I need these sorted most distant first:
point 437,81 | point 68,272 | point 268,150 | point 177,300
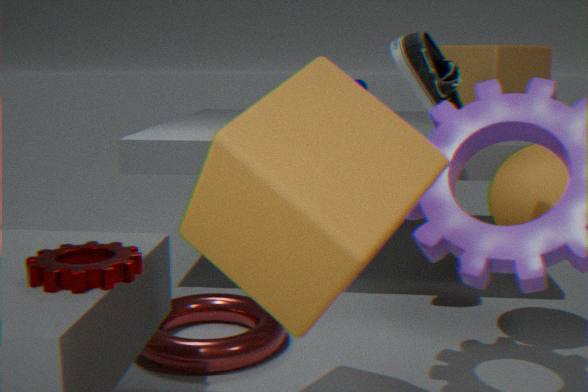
point 177,300, point 437,81, point 68,272, point 268,150
